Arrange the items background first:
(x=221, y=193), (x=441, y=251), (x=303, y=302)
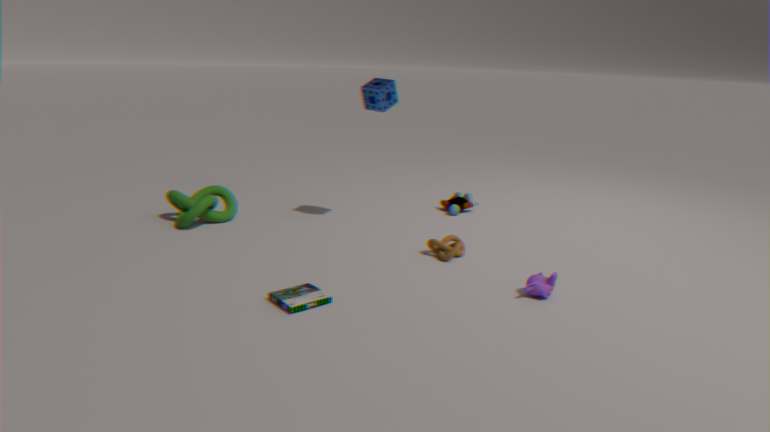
(x=221, y=193) < (x=441, y=251) < (x=303, y=302)
